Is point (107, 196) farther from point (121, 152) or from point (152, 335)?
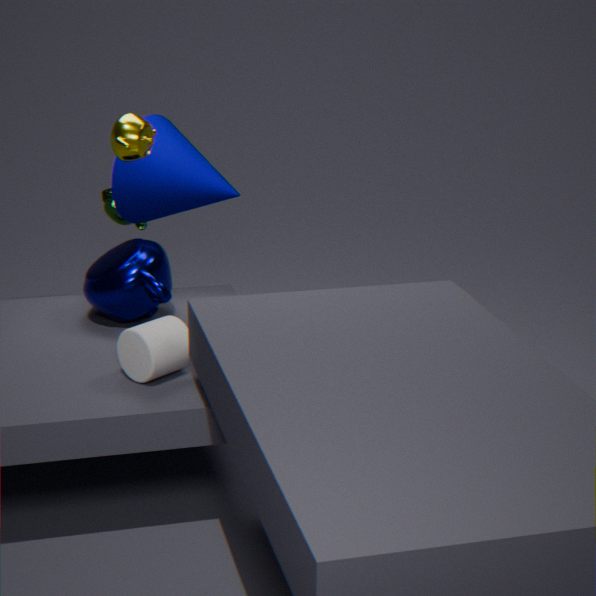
point (152, 335)
